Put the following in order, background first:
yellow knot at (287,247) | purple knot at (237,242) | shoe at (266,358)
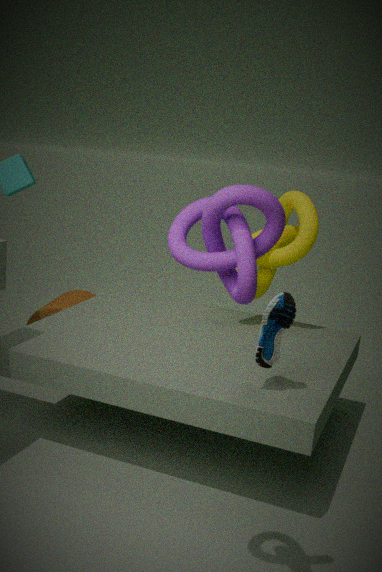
yellow knot at (287,247) → shoe at (266,358) → purple knot at (237,242)
